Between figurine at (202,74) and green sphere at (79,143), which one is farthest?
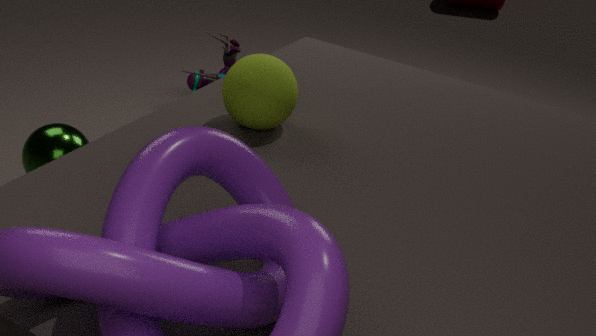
figurine at (202,74)
